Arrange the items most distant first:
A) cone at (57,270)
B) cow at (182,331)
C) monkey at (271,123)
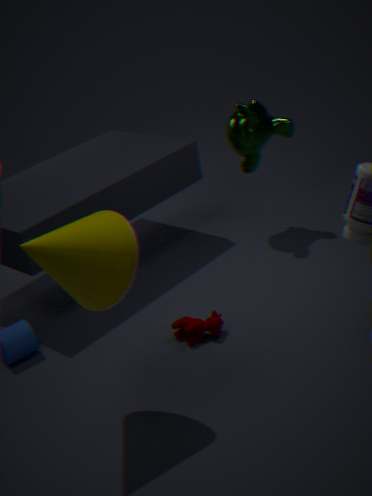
monkey at (271,123) → cow at (182,331) → cone at (57,270)
